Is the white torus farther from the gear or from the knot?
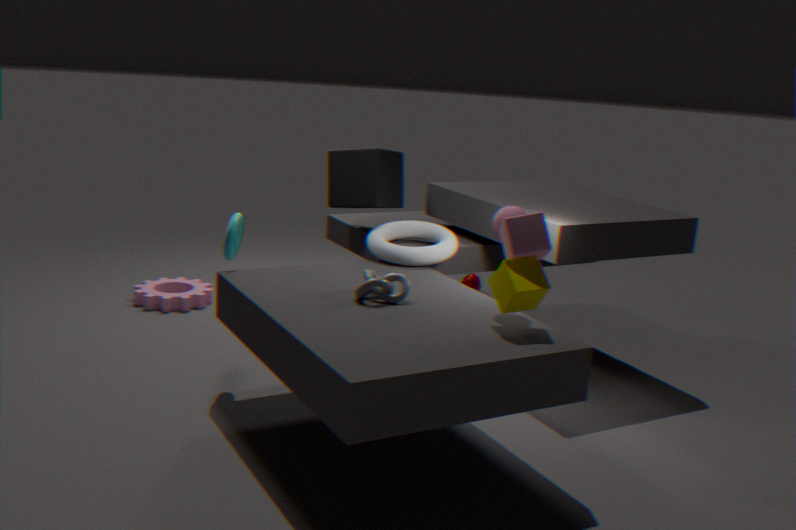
the gear
